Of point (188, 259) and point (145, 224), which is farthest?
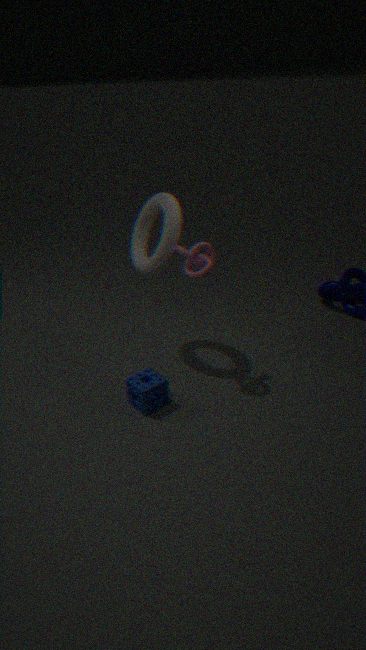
point (145, 224)
